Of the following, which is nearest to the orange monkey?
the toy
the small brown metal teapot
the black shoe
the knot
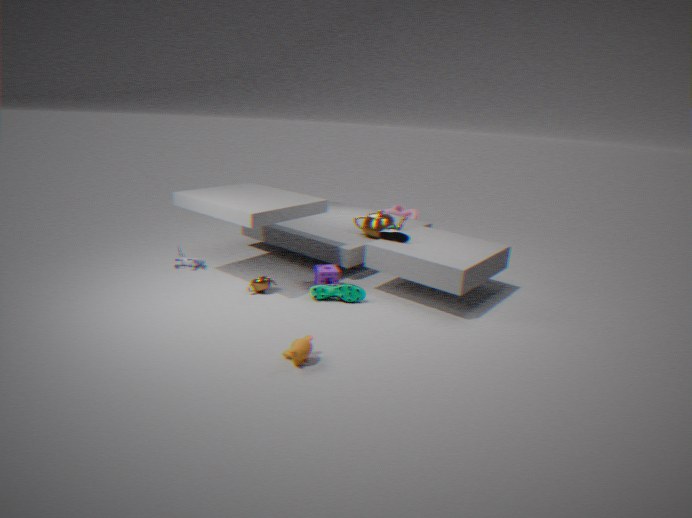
the small brown metal teapot
